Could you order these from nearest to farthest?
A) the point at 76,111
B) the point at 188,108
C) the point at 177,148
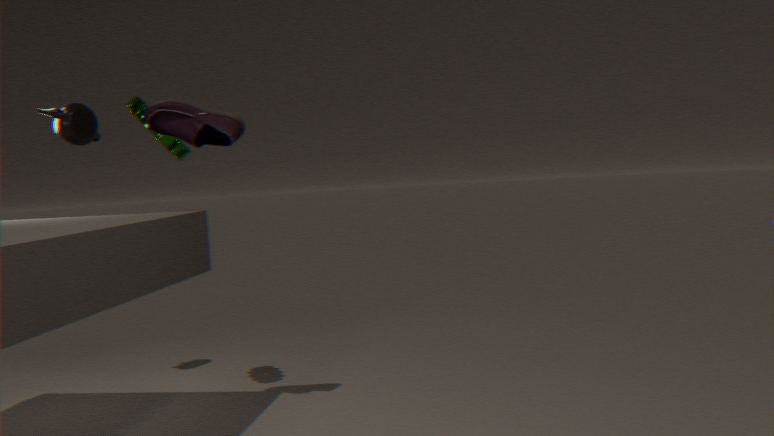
1. the point at 188,108
2. the point at 177,148
3. the point at 76,111
